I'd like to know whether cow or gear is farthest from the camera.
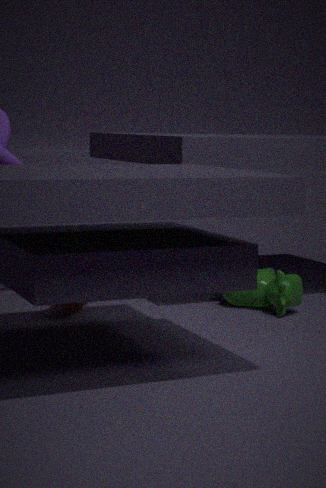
gear
